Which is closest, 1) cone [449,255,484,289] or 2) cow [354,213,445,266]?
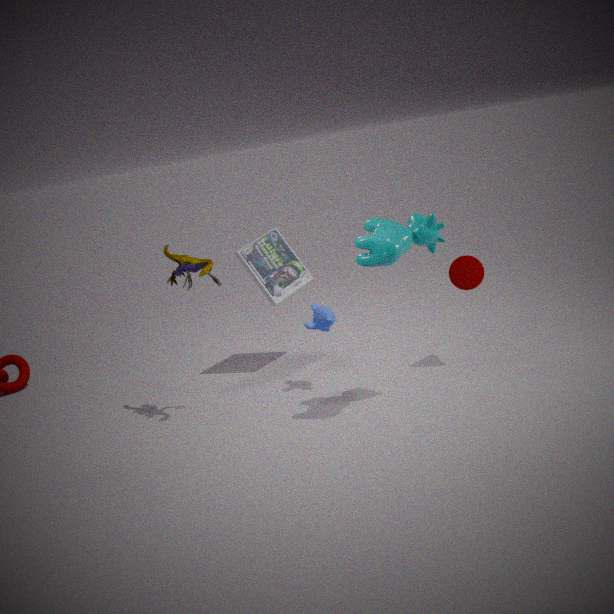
2. cow [354,213,445,266]
